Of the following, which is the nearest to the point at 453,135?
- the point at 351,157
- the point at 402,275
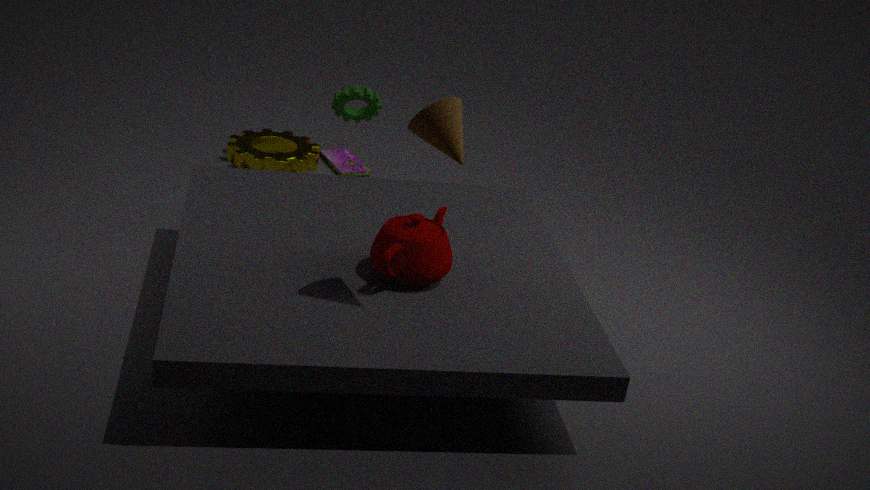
the point at 402,275
